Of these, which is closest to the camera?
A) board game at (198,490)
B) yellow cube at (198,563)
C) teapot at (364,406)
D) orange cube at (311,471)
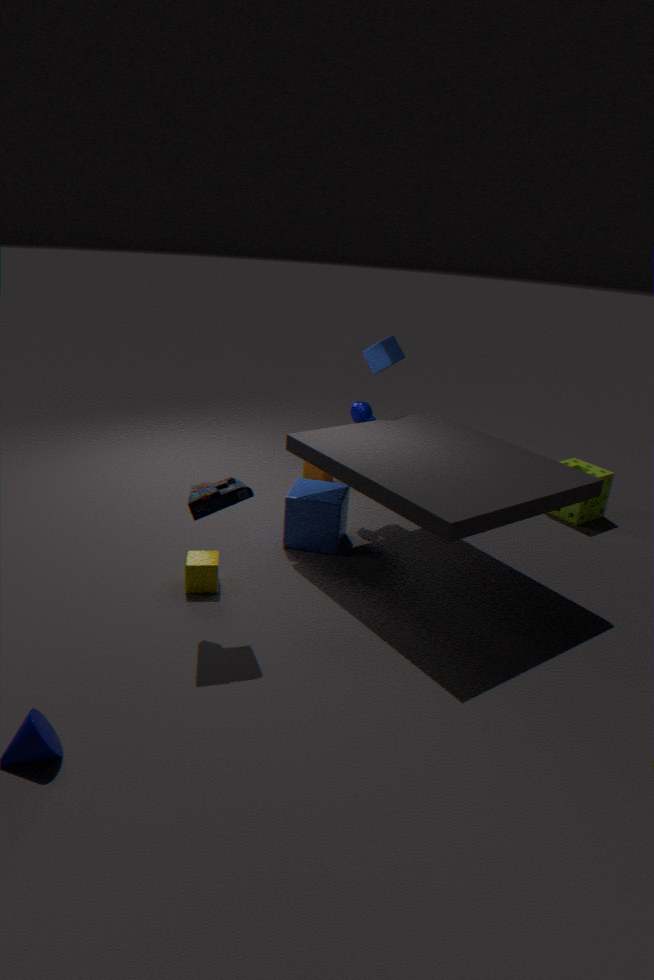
board game at (198,490)
